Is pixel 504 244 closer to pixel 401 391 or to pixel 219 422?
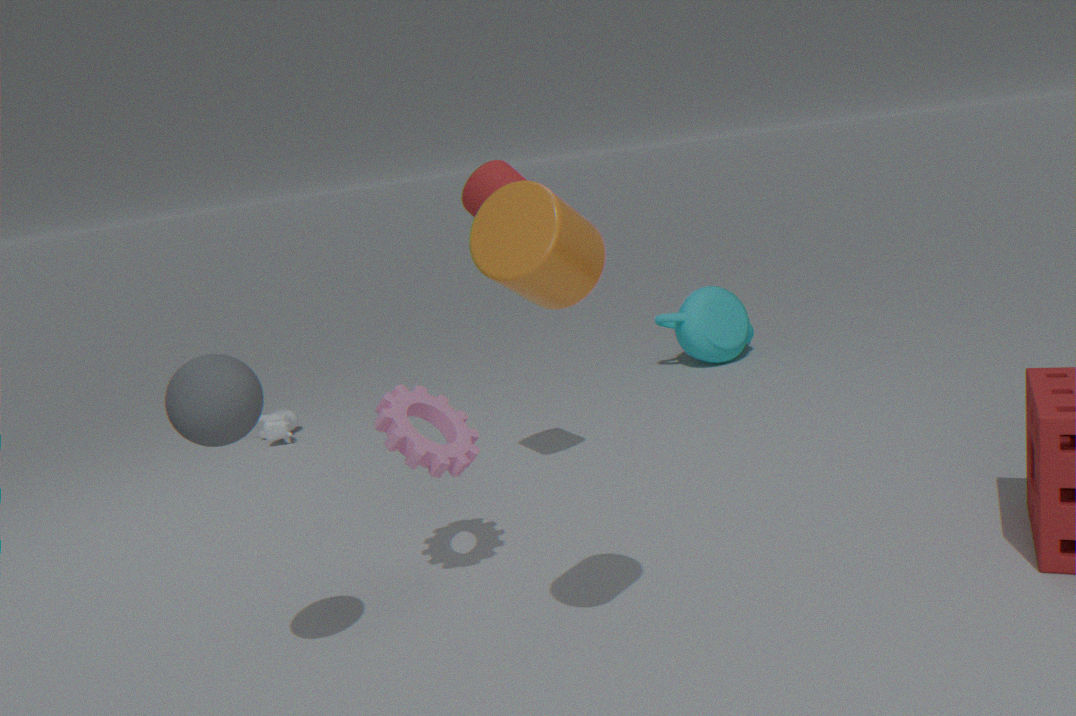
pixel 219 422
